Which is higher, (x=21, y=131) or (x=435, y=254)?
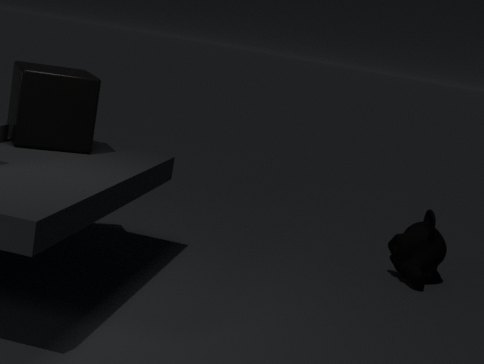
(x=21, y=131)
